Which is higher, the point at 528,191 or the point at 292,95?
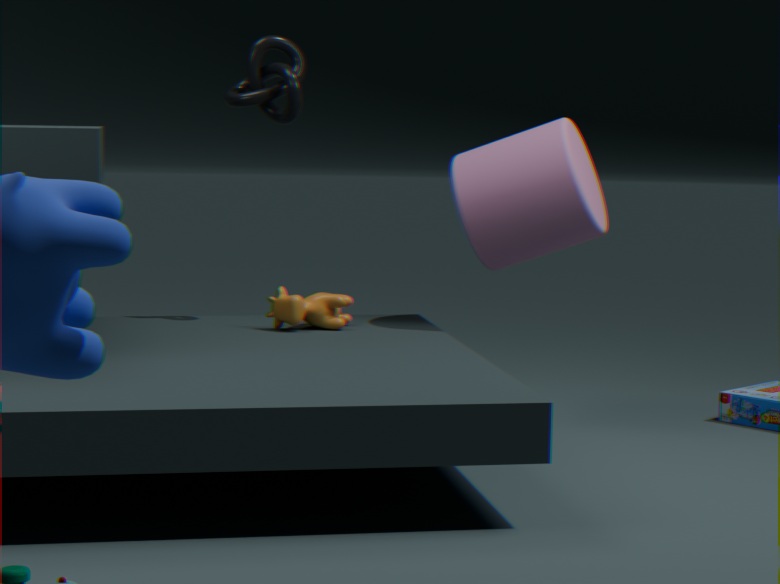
the point at 292,95
